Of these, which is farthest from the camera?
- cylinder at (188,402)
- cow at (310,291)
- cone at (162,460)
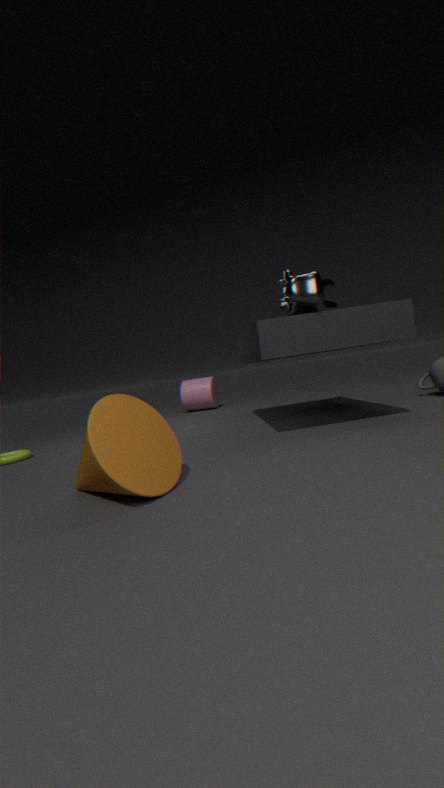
cylinder at (188,402)
